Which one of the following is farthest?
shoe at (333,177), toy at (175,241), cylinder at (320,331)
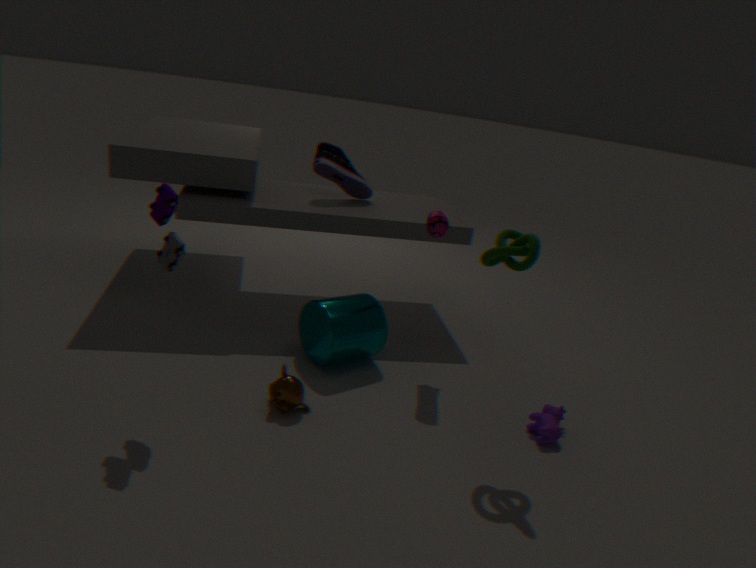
shoe at (333,177)
